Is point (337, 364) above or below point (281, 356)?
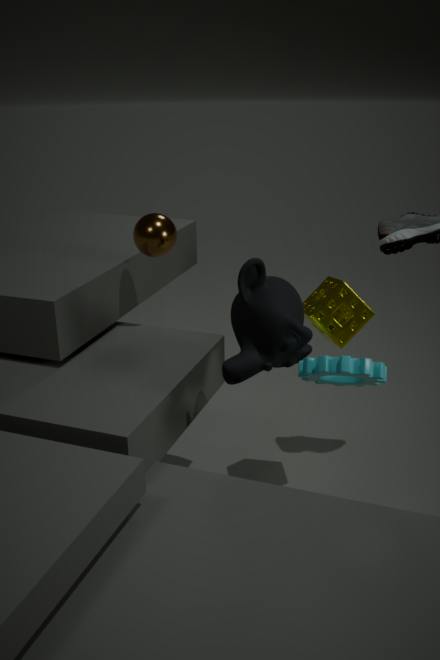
below
